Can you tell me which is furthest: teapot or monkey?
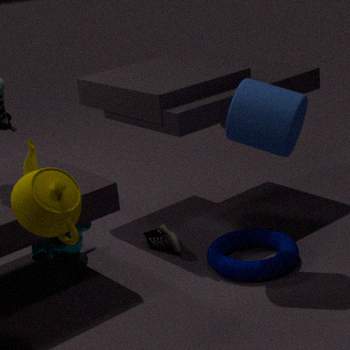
monkey
